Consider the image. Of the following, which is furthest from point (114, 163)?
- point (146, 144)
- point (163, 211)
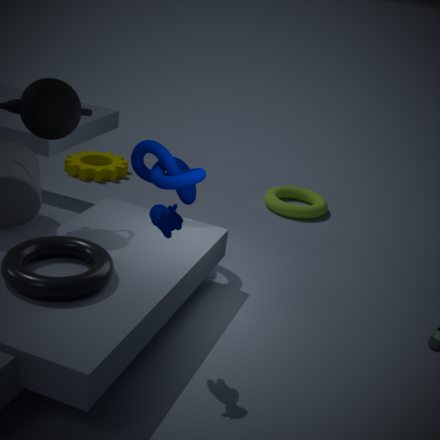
point (163, 211)
